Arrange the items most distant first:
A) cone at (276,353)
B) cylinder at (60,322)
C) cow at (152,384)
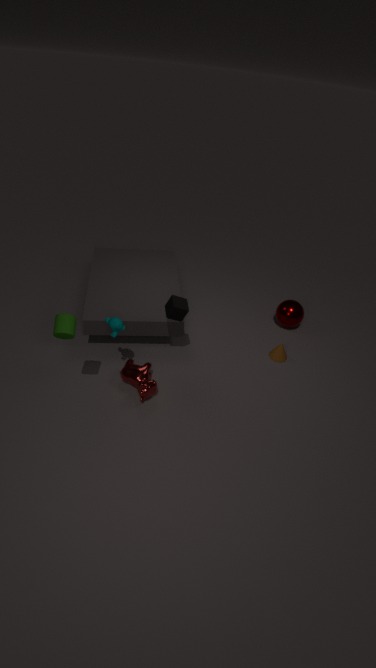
cone at (276,353) → cow at (152,384) → cylinder at (60,322)
